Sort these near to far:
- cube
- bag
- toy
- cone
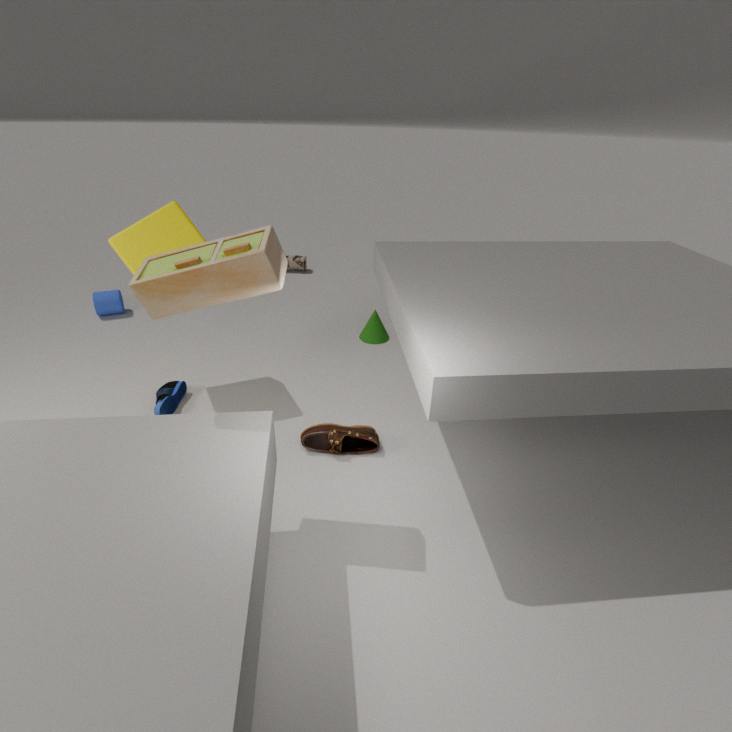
toy → cube → cone → bag
